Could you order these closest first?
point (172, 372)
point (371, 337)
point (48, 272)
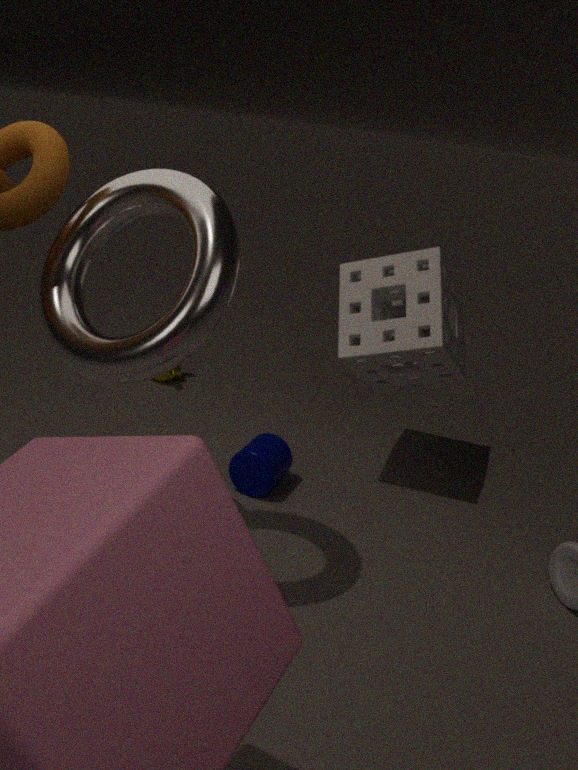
point (48, 272) < point (371, 337) < point (172, 372)
